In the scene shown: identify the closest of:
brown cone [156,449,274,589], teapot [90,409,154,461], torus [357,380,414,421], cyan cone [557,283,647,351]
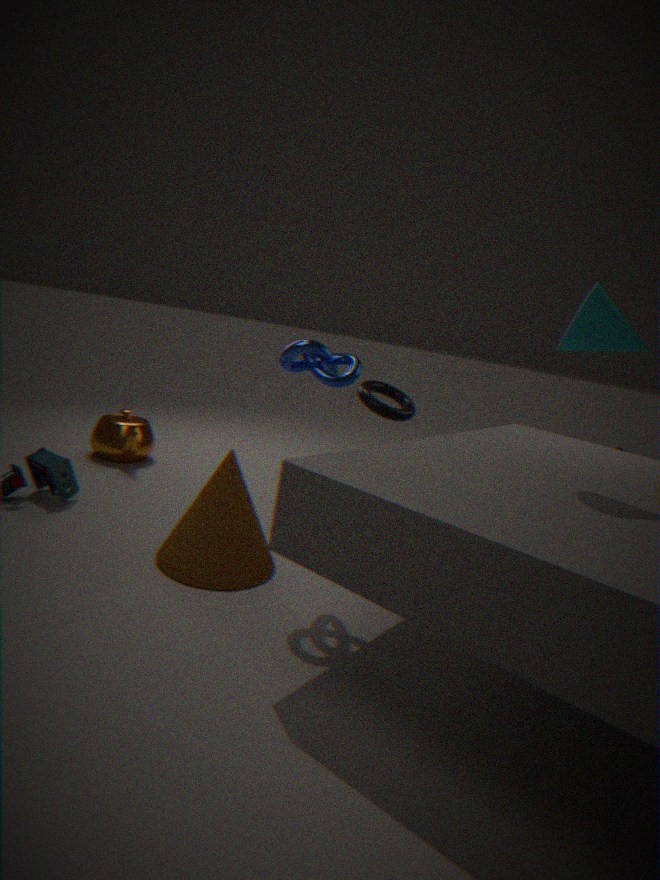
cyan cone [557,283,647,351]
